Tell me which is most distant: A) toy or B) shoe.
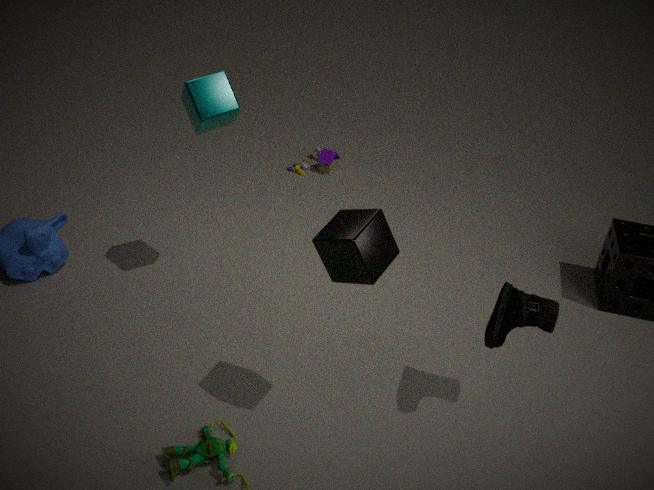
A. toy
